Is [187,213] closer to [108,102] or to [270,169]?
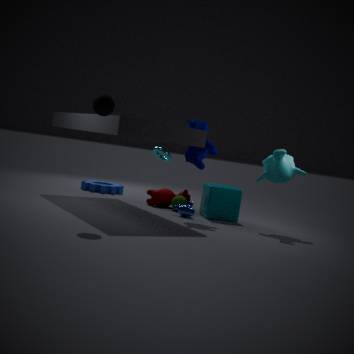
[270,169]
